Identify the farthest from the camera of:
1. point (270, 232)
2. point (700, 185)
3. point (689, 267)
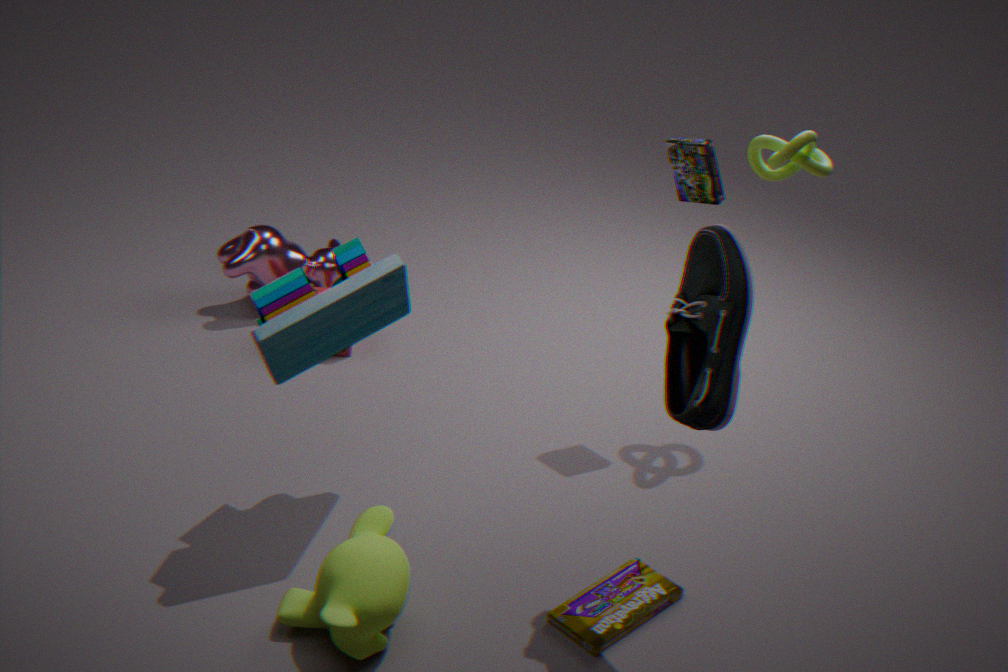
point (270, 232)
